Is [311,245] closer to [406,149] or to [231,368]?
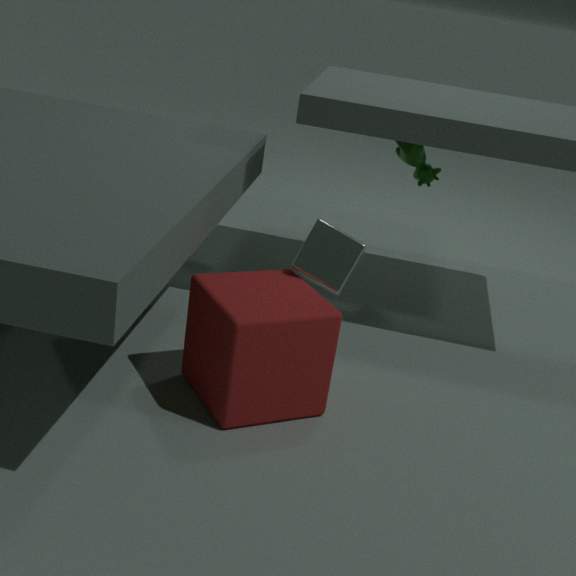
[231,368]
